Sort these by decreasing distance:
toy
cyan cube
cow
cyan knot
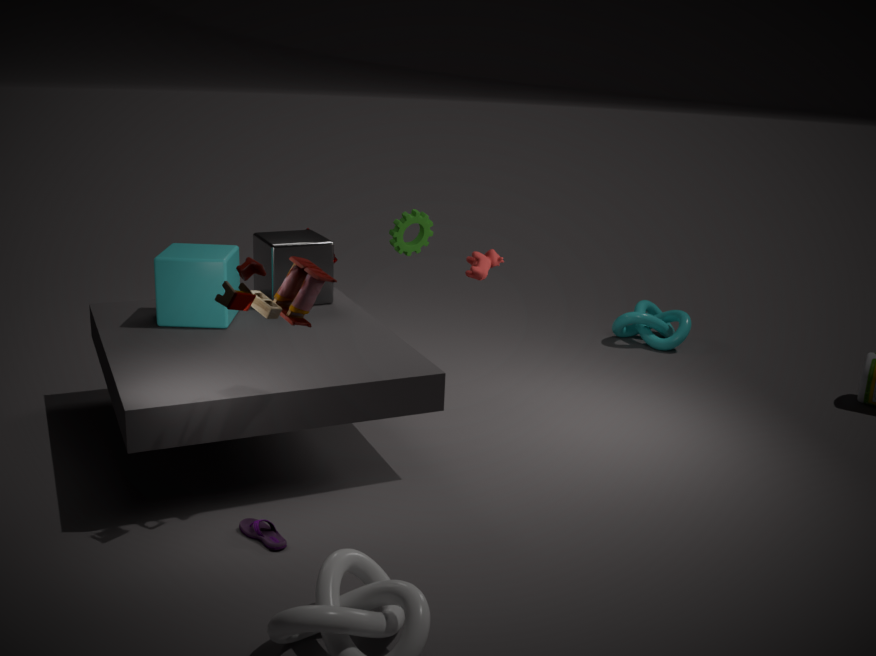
cyan knot, cow, cyan cube, toy
